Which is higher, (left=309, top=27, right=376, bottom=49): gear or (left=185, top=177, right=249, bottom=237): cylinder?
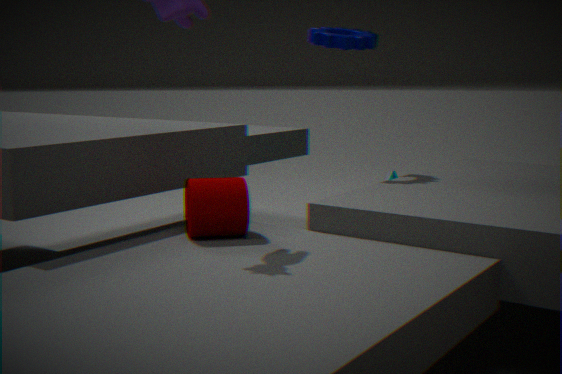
(left=309, top=27, right=376, bottom=49): gear
